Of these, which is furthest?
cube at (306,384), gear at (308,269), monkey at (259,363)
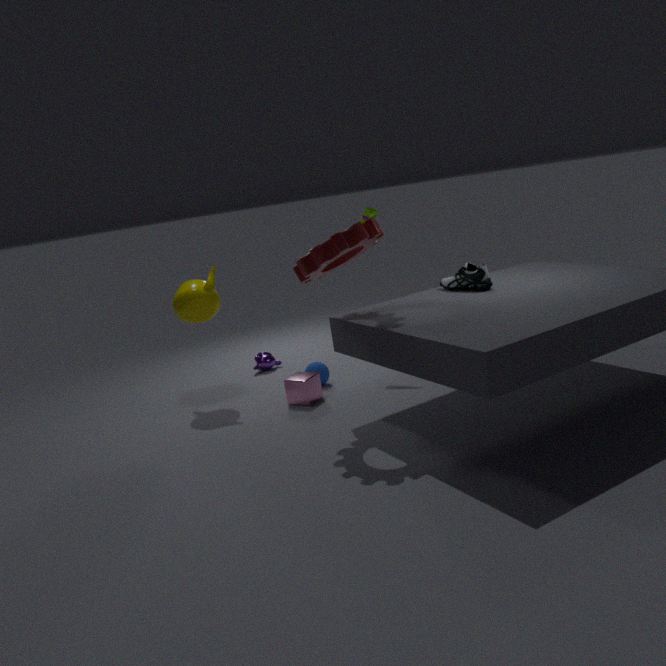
monkey at (259,363)
